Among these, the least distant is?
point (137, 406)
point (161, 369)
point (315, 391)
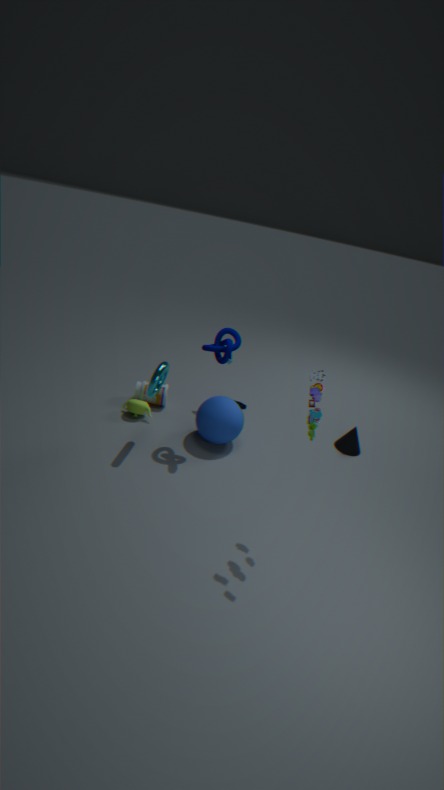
point (315, 391)
